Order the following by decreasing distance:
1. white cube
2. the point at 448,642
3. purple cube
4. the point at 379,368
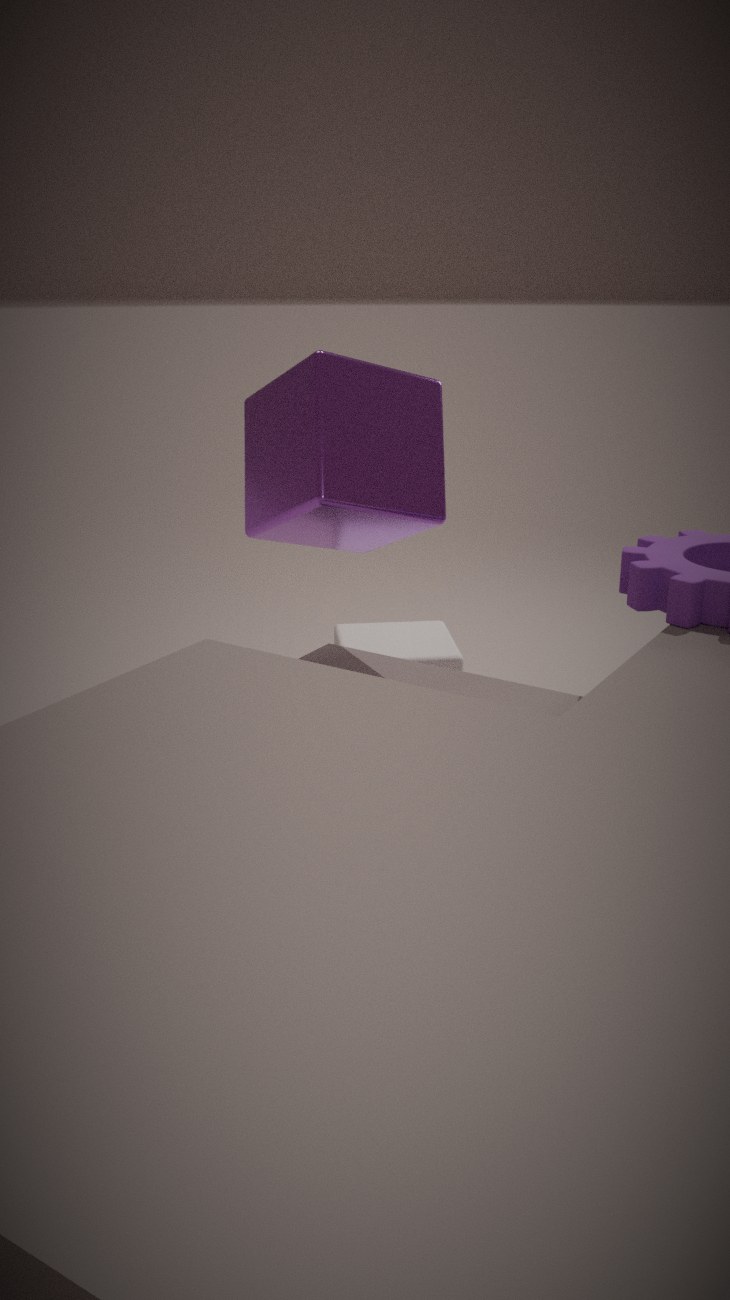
the point at 448,642 → the point at 379,368 → white cube → purple cube
